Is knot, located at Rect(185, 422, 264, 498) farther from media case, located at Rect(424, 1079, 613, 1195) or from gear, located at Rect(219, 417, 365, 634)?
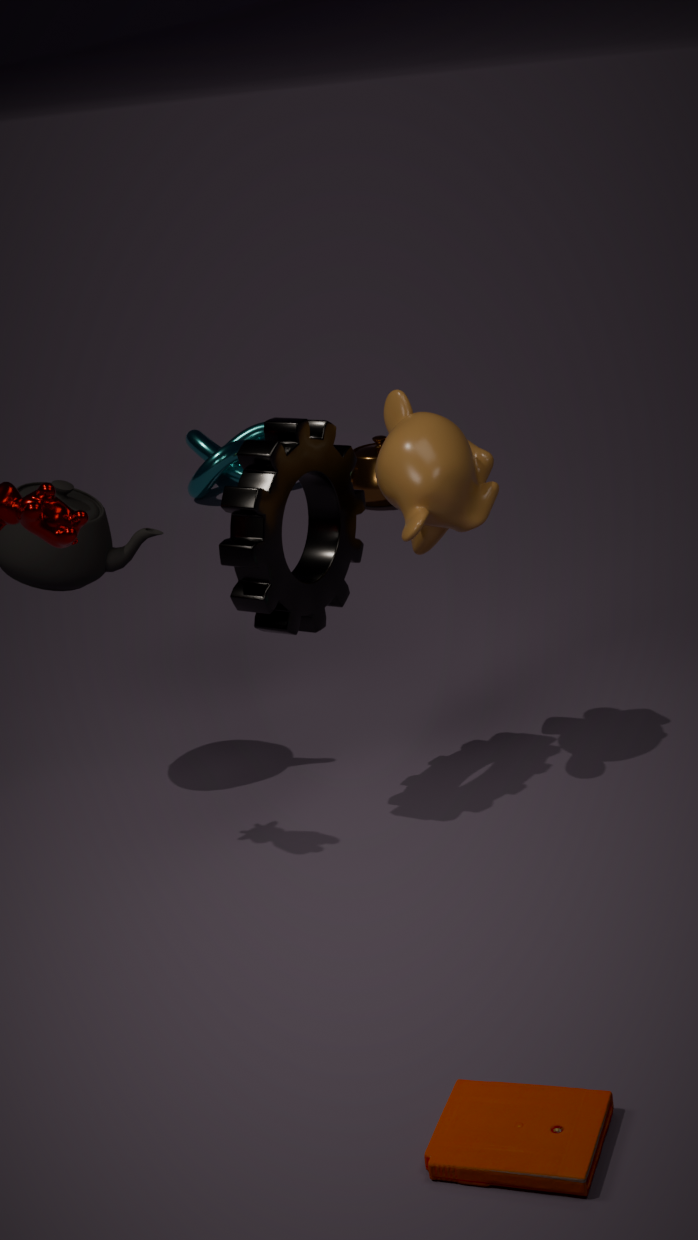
media case, located at Rect(424, 1079, 613, 1195)
